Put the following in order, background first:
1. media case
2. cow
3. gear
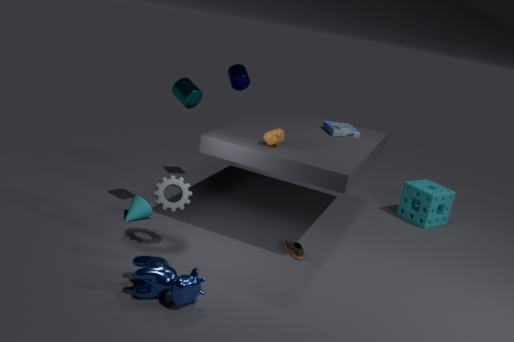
1. media case
2. gear
3. cow
